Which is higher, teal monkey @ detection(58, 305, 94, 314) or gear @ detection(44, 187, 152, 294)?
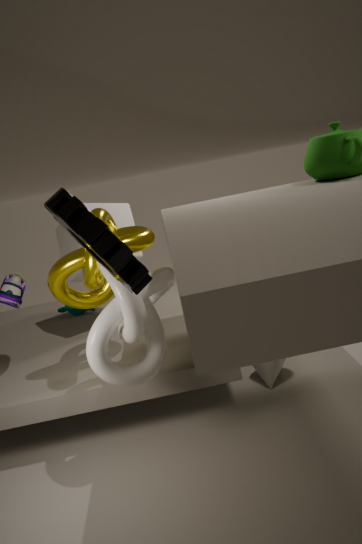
gear @ detection(44, 187, 152, 294)
